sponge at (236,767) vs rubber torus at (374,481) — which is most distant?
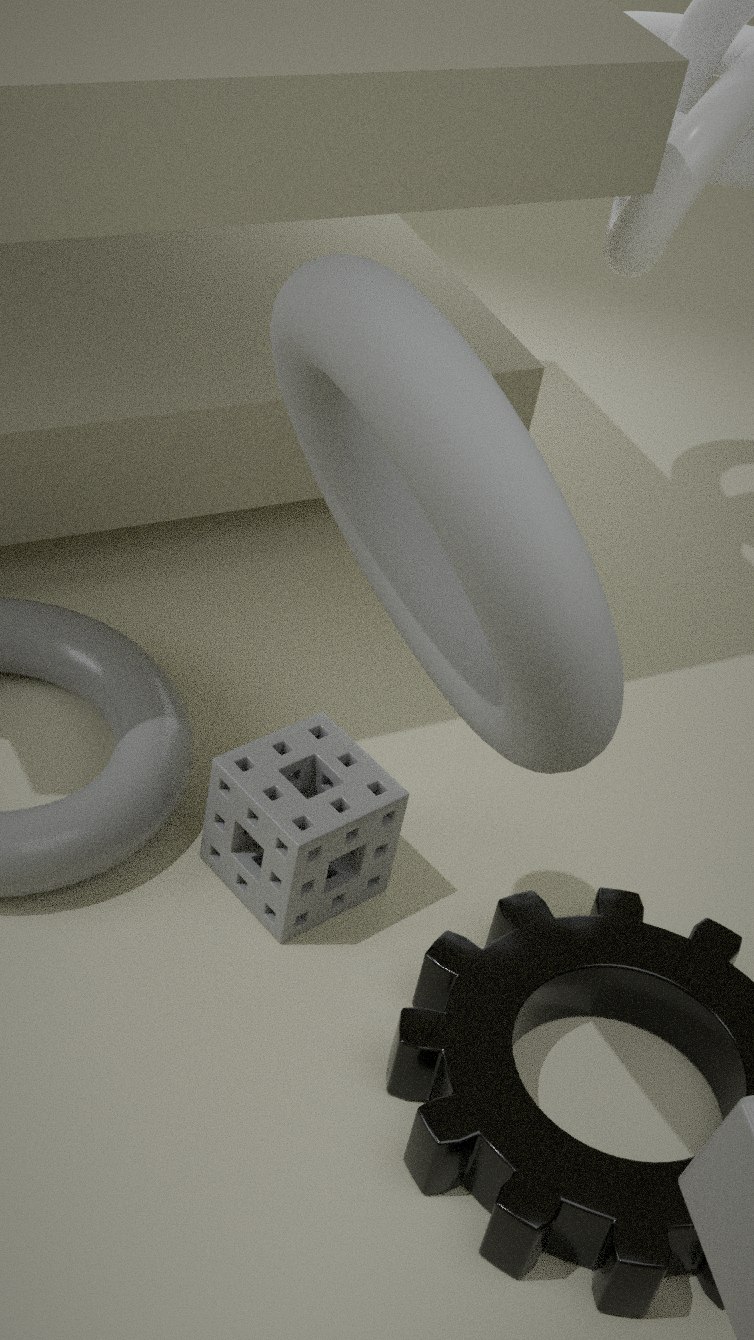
sponge at (236,767)
